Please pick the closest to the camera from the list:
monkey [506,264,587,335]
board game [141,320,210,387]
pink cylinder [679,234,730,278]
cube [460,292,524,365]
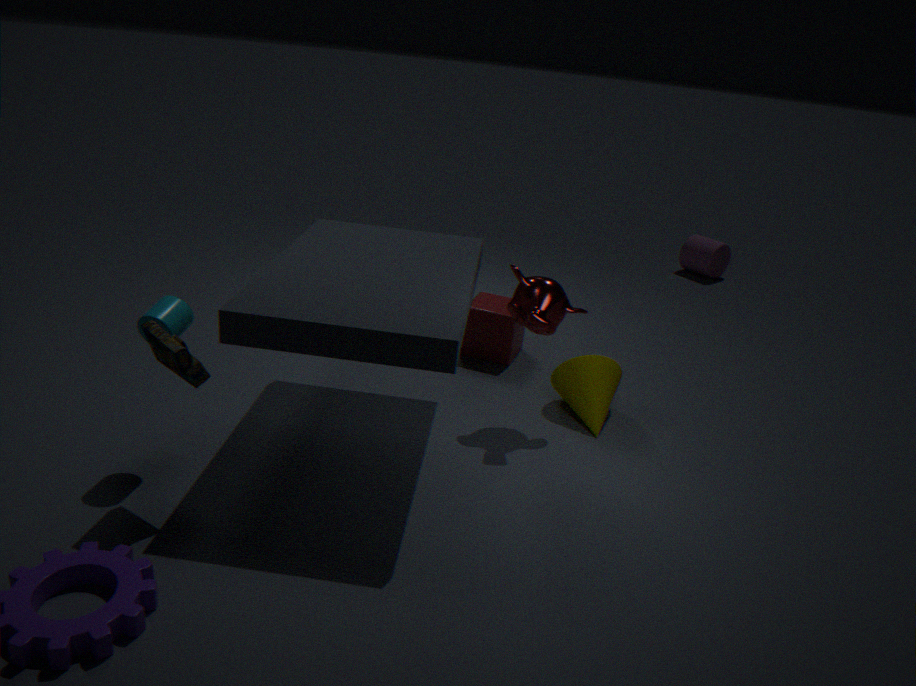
board game [141,320,210,387]
